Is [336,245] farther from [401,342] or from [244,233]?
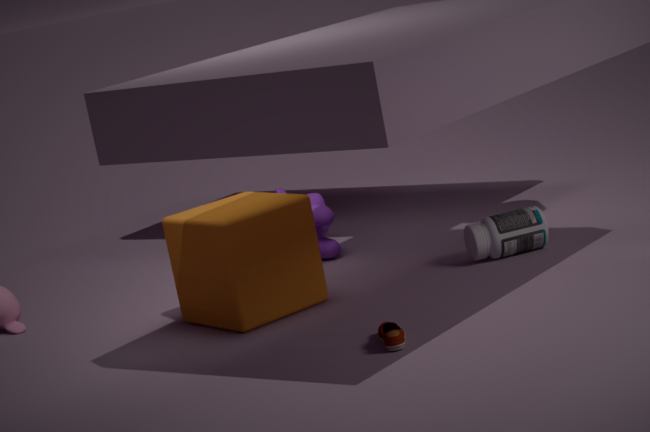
[401,342]
